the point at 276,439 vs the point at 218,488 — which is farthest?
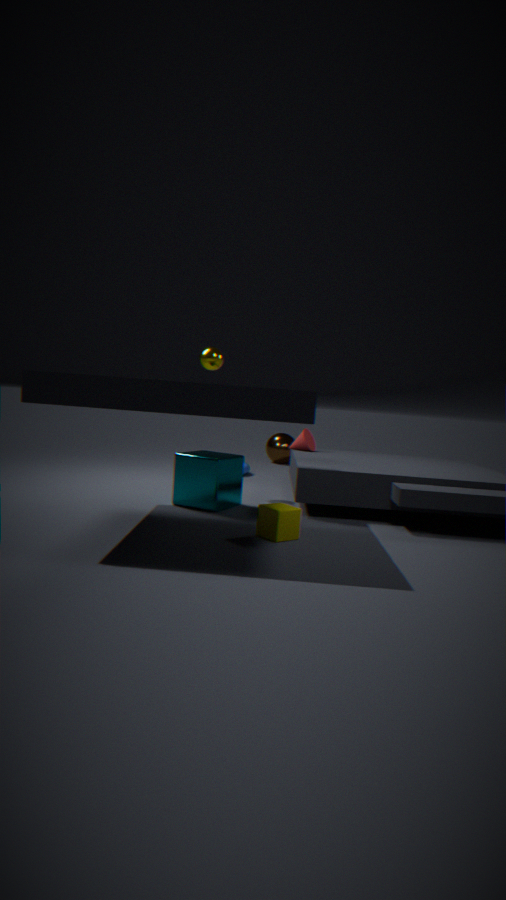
the point at 276,439
